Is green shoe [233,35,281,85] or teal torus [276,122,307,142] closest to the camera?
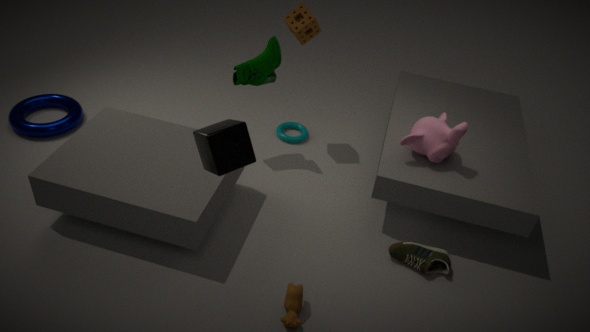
green shoe [233,35,281,85]
